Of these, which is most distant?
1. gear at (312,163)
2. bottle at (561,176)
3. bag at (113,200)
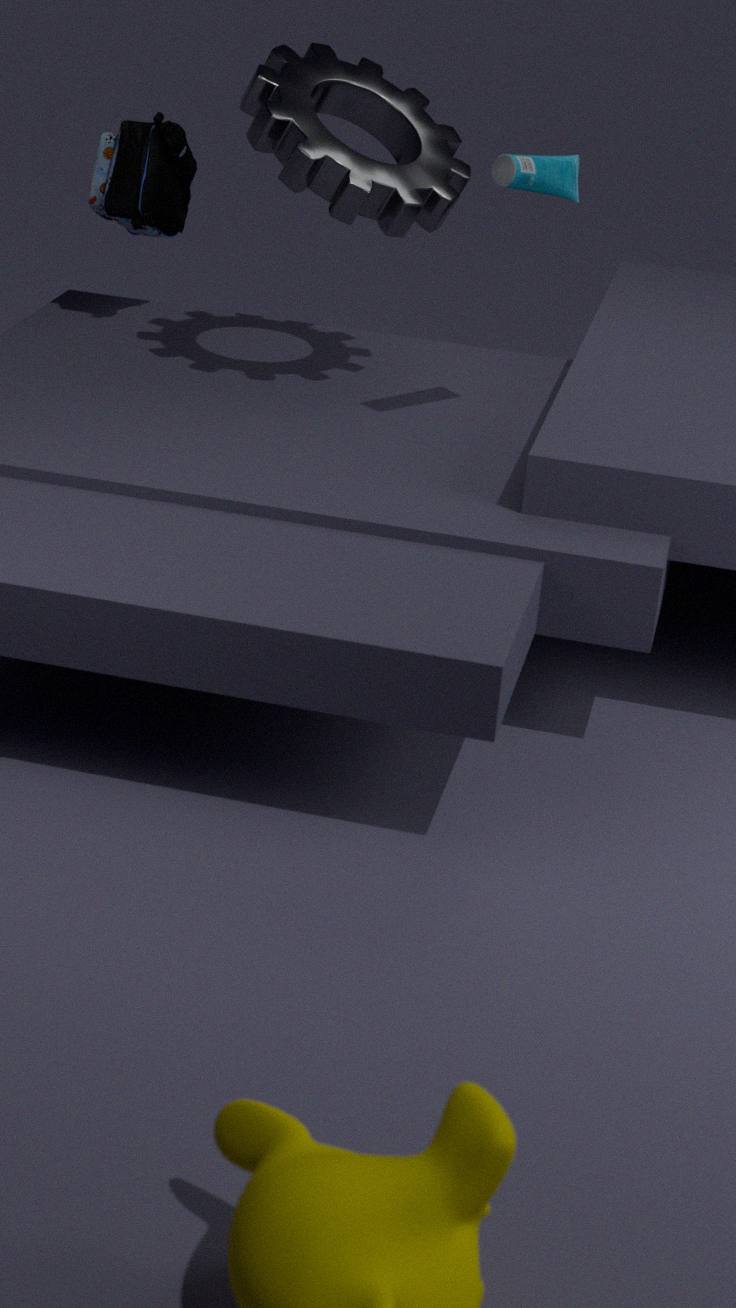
bag at (113,200)
